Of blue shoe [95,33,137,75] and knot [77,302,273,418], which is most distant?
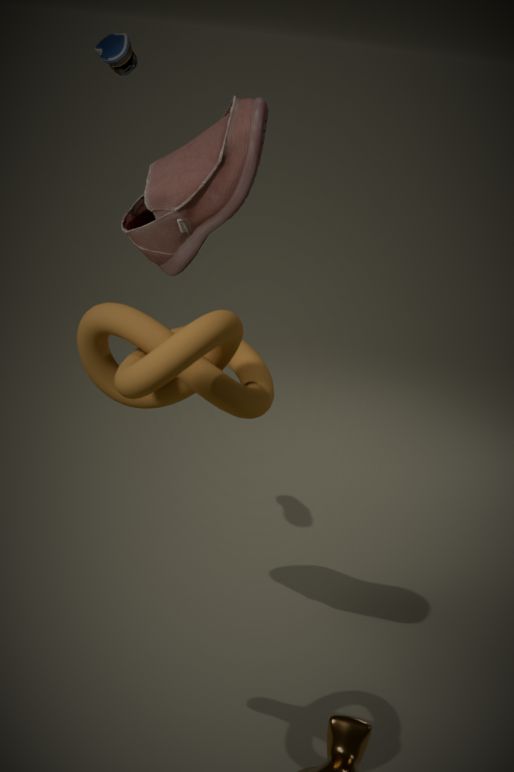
blue shoe [95,33,137,75]
